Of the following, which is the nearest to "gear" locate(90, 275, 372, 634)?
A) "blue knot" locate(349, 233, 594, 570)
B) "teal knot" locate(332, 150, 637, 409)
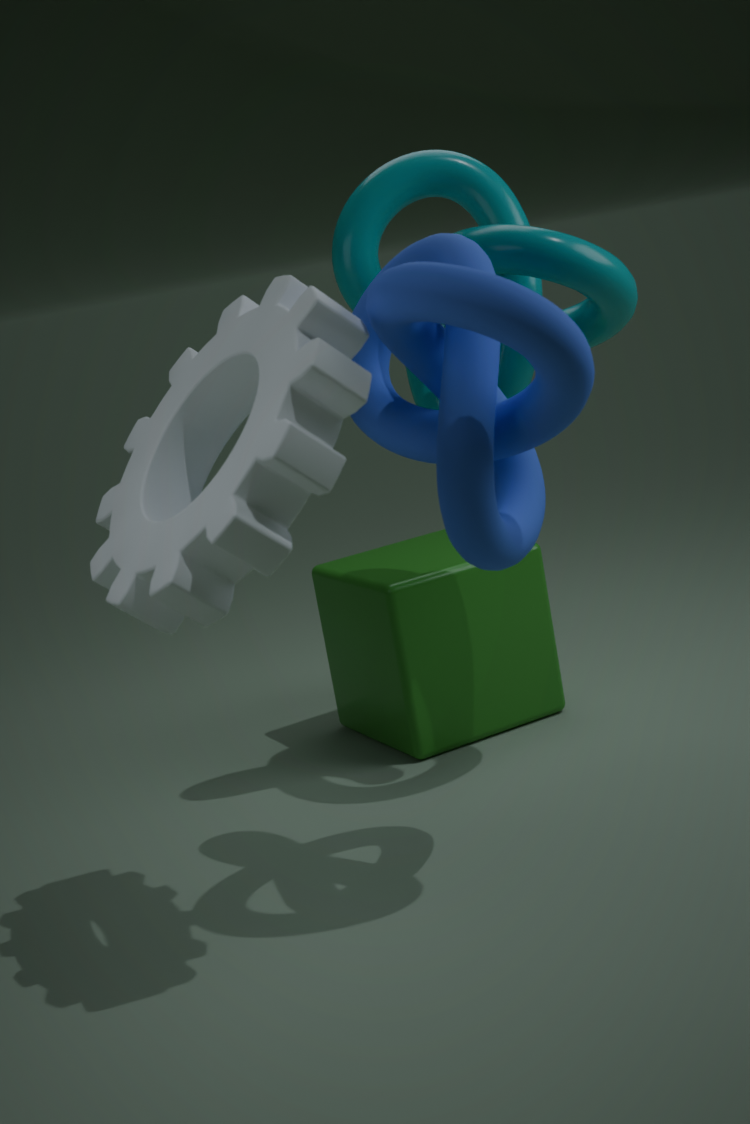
"blue knot" locate(349, 233, 594, 570)
